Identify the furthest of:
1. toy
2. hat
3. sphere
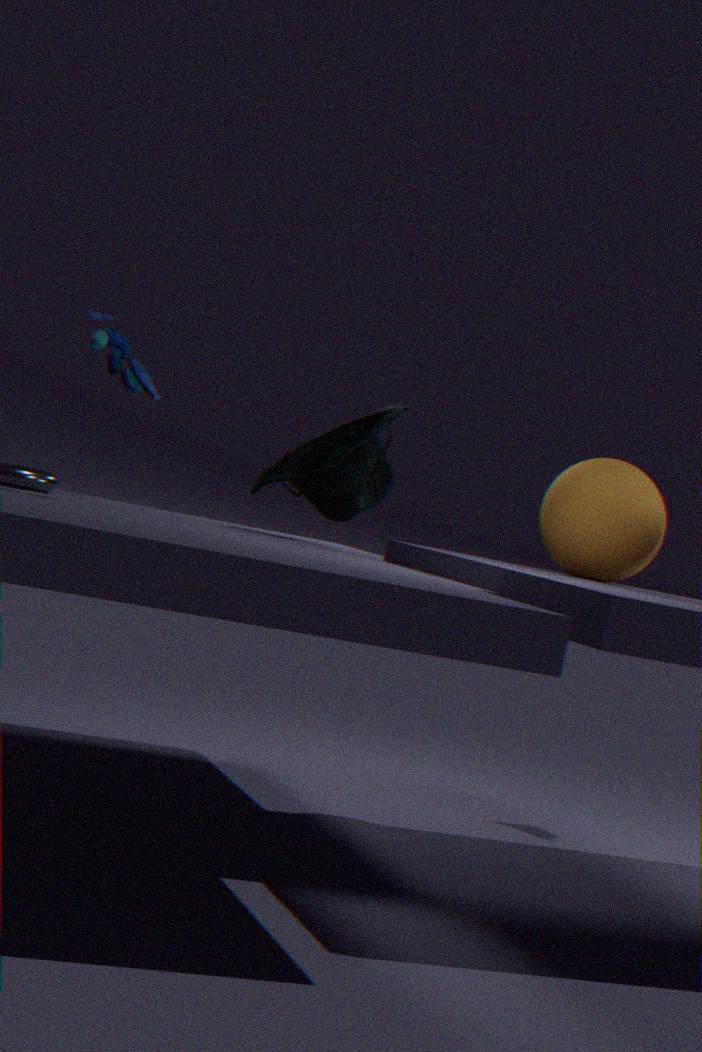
hat
